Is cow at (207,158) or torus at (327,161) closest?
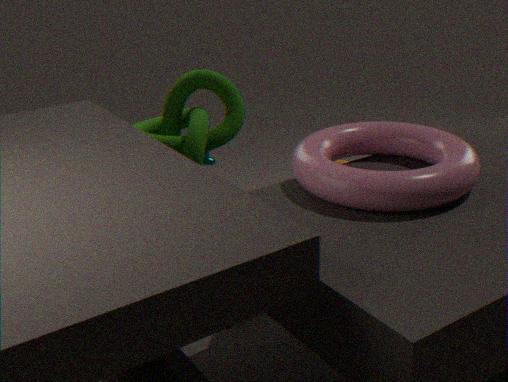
torus at (327,161)
